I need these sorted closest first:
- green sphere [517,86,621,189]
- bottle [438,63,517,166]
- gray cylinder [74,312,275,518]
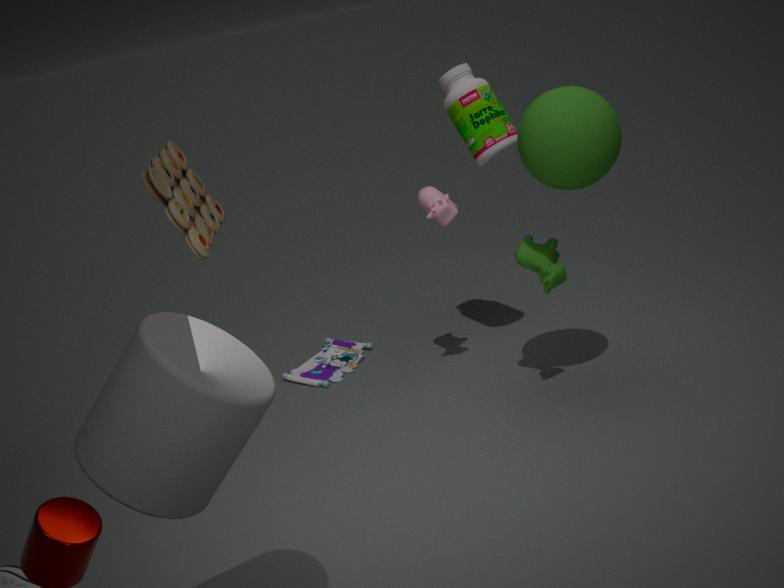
gray cylinder [74,312,275,518] < green sphere [517,86,621,189] < bottle [438,63,517,166]
